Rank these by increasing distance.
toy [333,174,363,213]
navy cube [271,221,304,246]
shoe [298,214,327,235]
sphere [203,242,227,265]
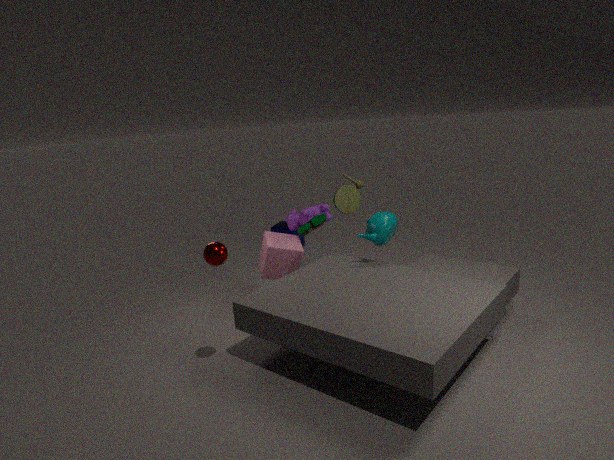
sphere [203,242,227,265] → shoe [298,214,327,235] → toy [333,174,363,213] → navy cube [271,221,304,246]
